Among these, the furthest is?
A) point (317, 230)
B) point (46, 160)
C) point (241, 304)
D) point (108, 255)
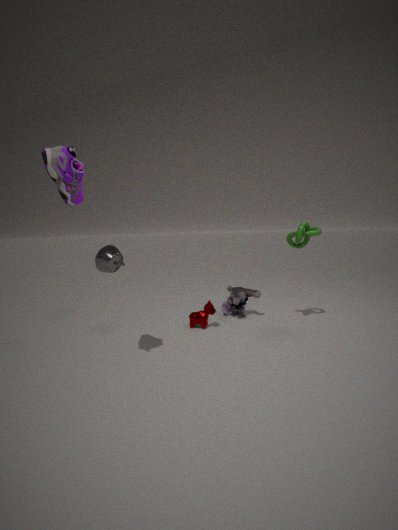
point (241, 304)
